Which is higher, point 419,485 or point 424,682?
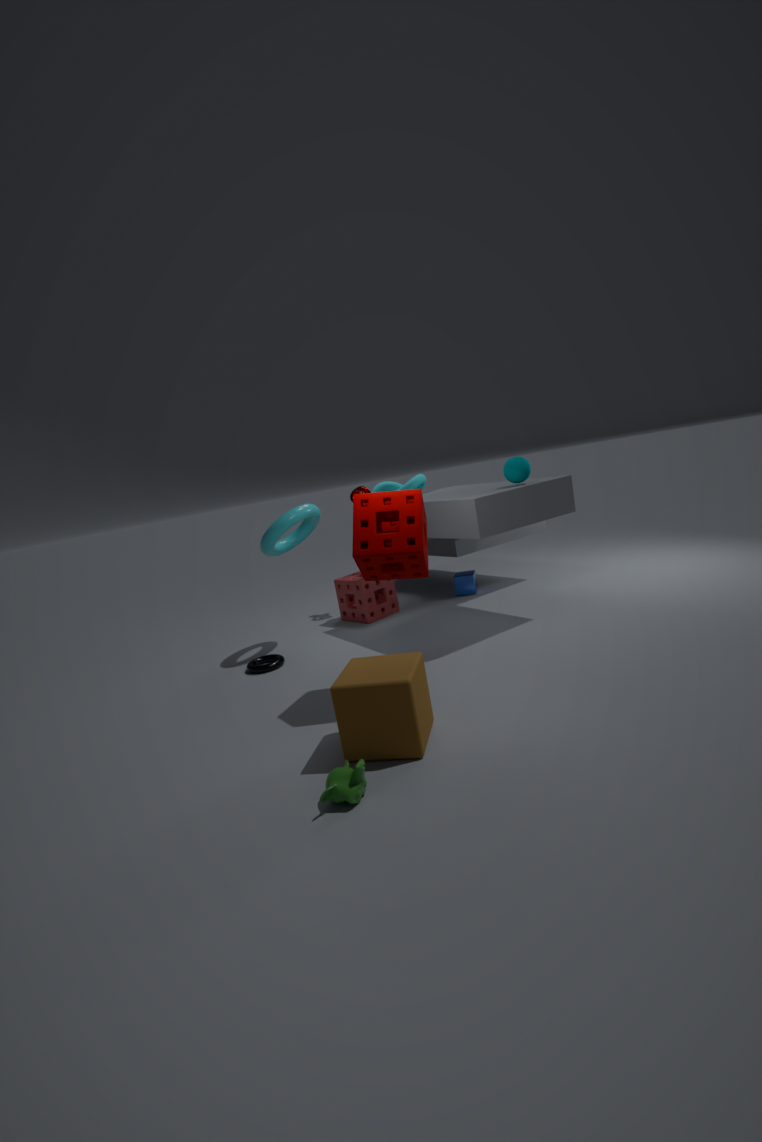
point 419,485
